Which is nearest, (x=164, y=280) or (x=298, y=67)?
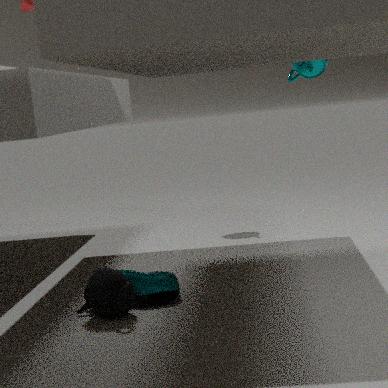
(x=164, y=280)
